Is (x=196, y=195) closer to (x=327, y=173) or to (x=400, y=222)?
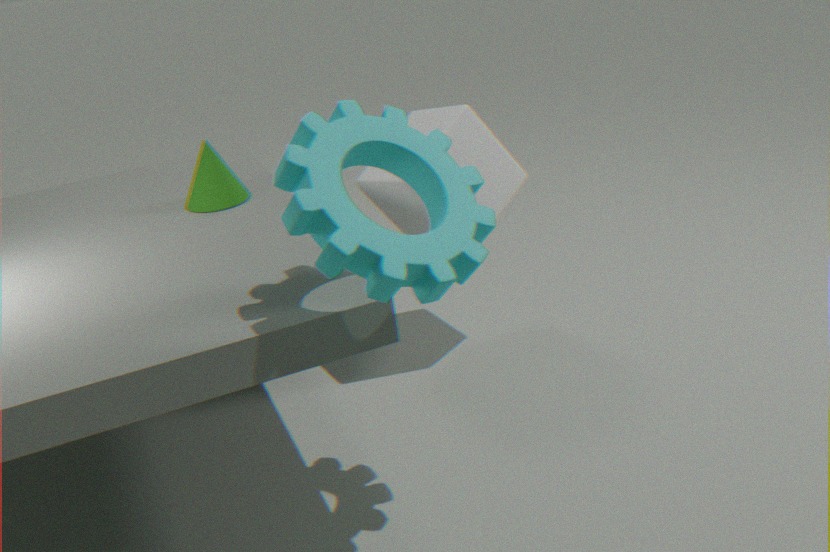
(x=400, y=222)
